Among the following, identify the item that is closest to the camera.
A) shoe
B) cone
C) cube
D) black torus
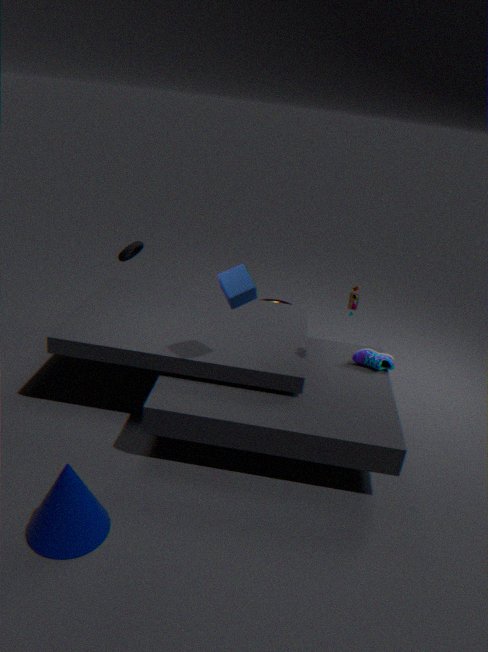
cone
